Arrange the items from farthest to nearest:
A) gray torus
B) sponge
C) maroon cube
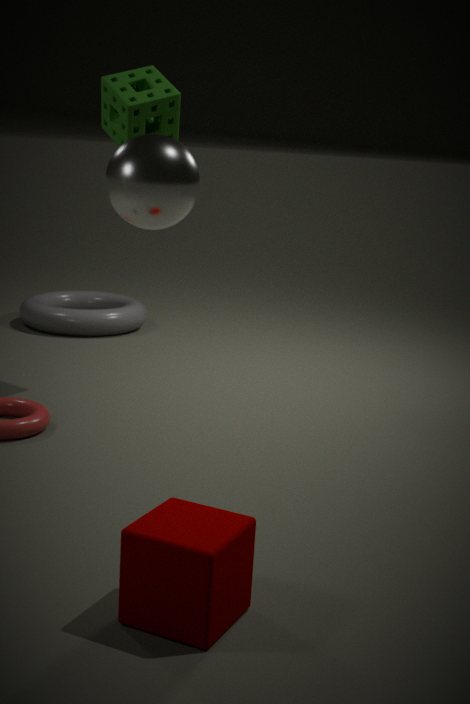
gray torus → sponge → maroon cube
